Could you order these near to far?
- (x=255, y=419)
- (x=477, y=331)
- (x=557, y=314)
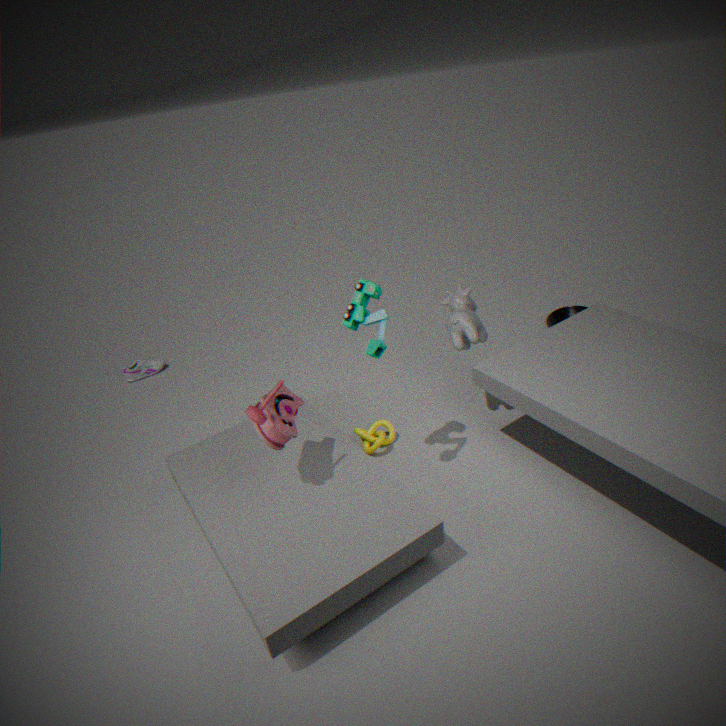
(x=255, y=419) → (x=477, y=331) → (x=557, y=314)
